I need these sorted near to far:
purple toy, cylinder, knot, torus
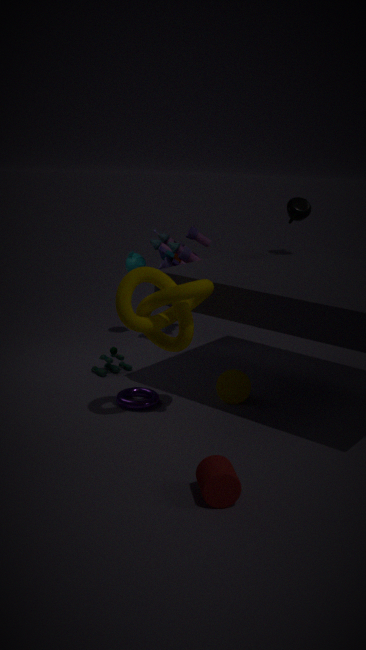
cylinder, knot, torus, purple toy
